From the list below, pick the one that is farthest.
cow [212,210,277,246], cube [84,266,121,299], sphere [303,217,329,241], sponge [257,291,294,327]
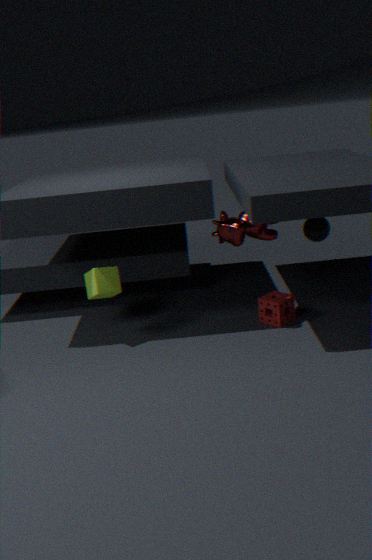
sponge [257,291,294,327]
